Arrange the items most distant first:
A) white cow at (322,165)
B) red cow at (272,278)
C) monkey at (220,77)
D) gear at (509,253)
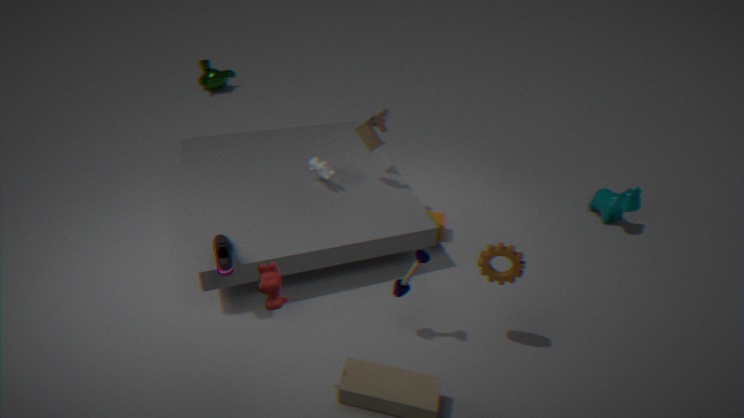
monkey at (220,77) → white cow at (322,165) → gear at (509,253) → red cow at (272,278)
